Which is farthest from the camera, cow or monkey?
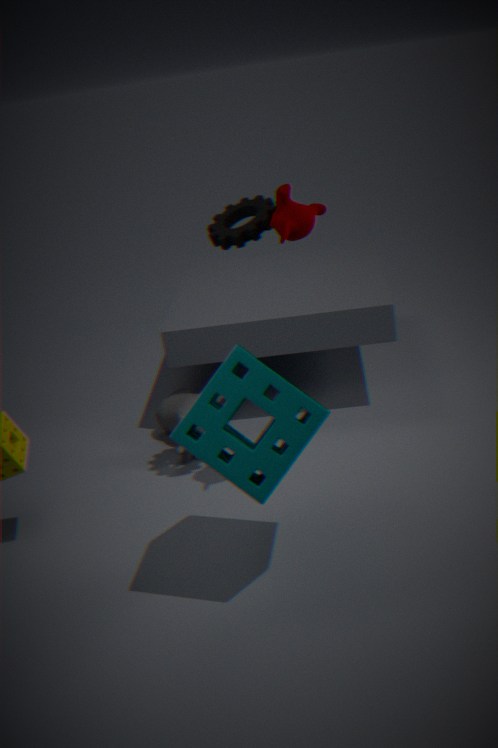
cow
